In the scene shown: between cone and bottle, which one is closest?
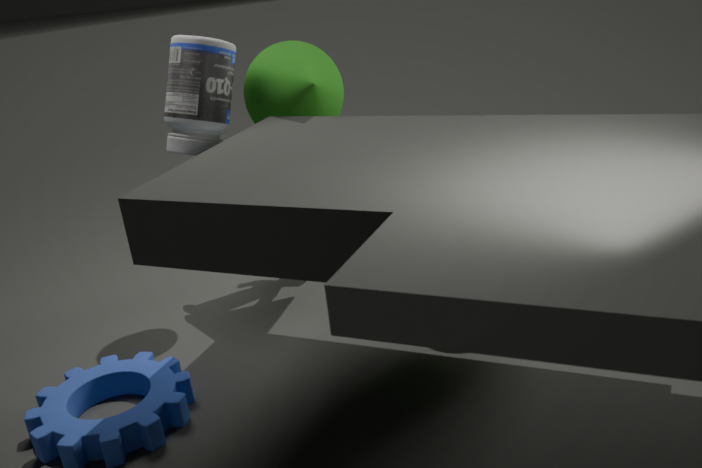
bottle
